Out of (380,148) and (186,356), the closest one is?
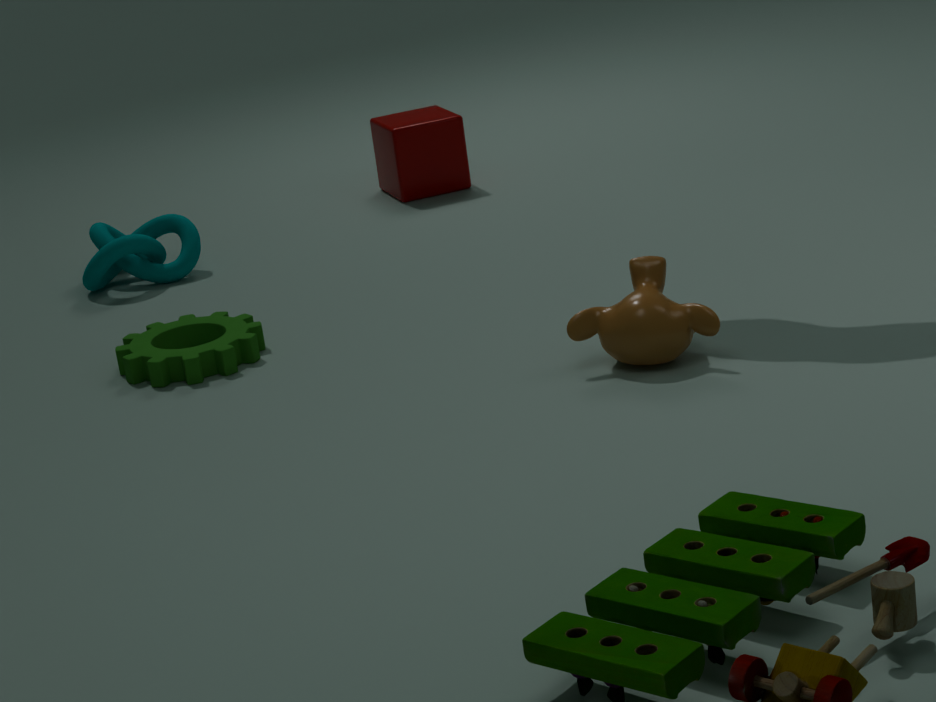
(186,356)
